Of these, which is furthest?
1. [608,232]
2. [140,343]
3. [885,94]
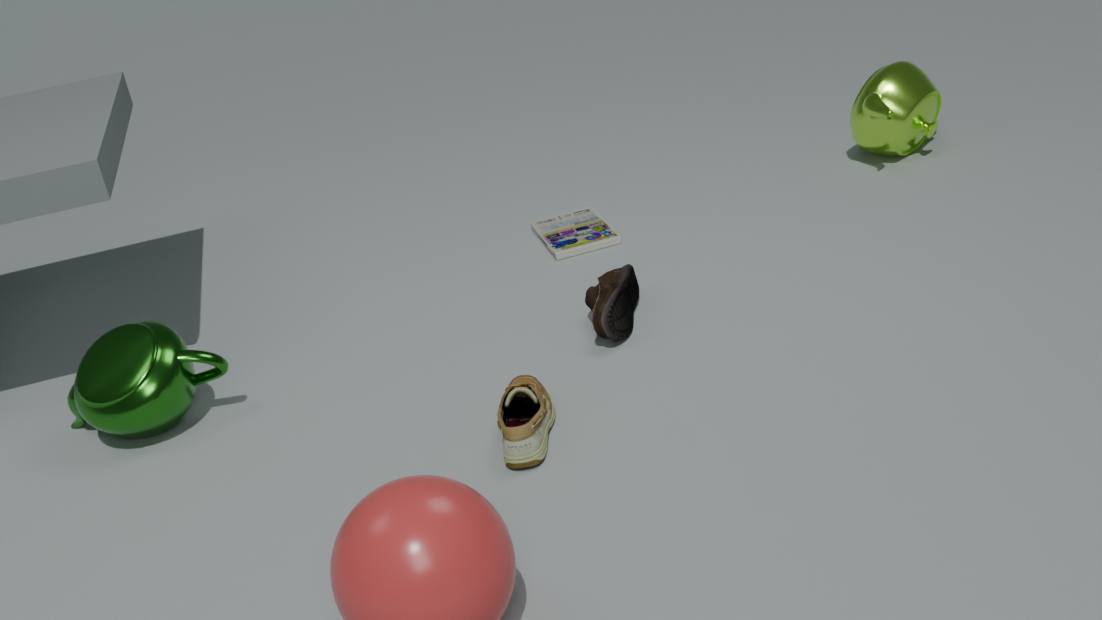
[885,94]
